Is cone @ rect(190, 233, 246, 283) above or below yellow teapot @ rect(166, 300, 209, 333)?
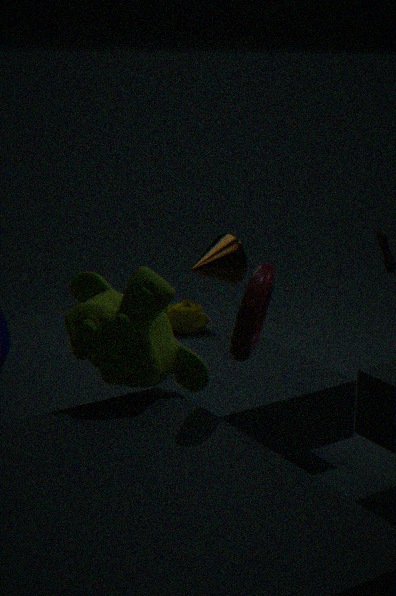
above
